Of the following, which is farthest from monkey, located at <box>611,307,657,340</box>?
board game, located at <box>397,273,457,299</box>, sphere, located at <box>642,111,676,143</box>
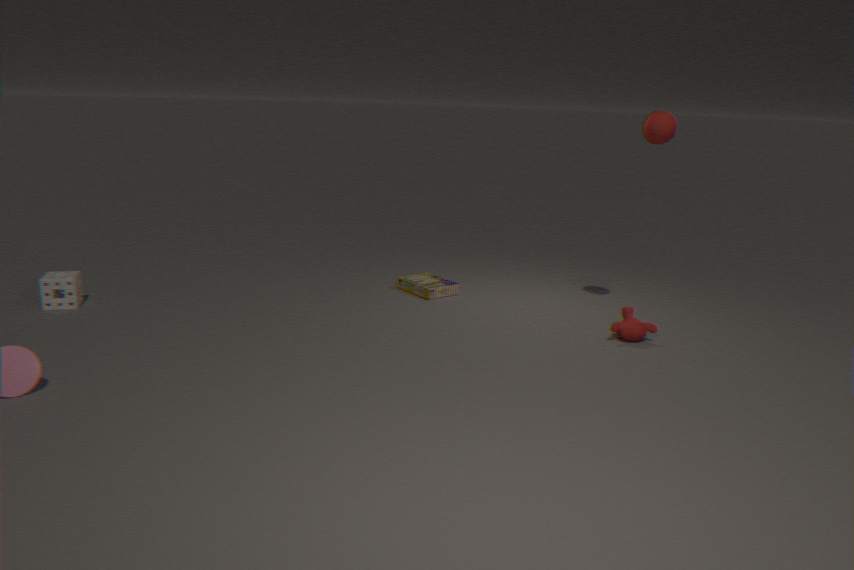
board game, located at <box>397,273,457,299</box>
